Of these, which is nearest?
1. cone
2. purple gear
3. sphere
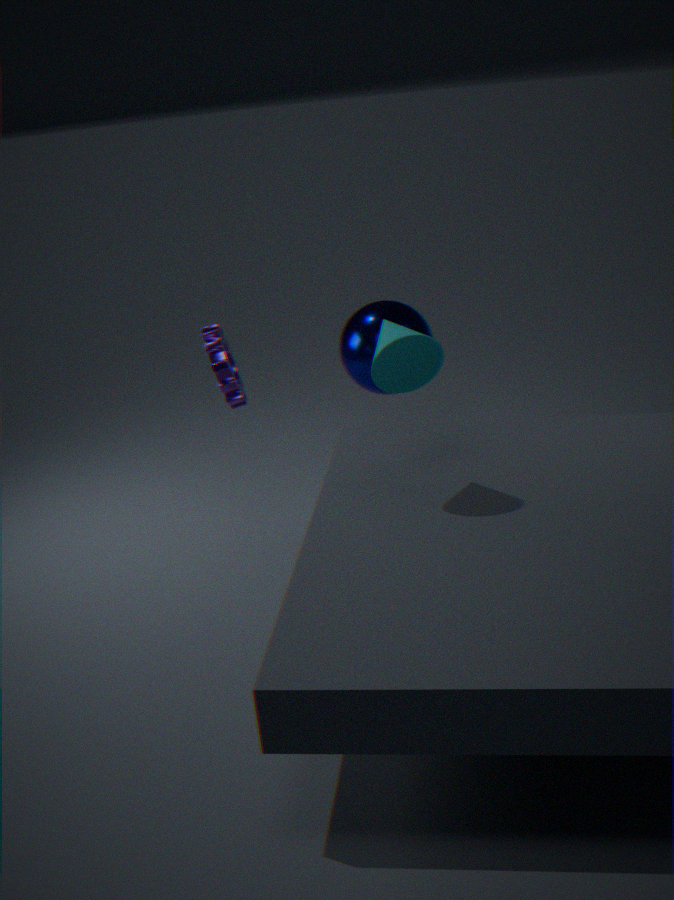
cone
